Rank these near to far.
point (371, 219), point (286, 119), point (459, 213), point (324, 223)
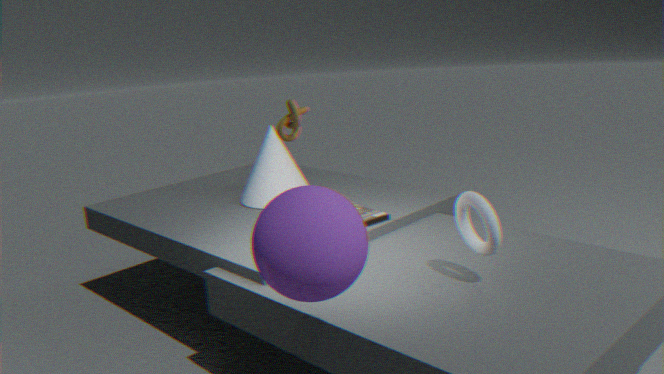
point (324, 223) → point (459, 213) → point (371, 219) → point (286, 119)
